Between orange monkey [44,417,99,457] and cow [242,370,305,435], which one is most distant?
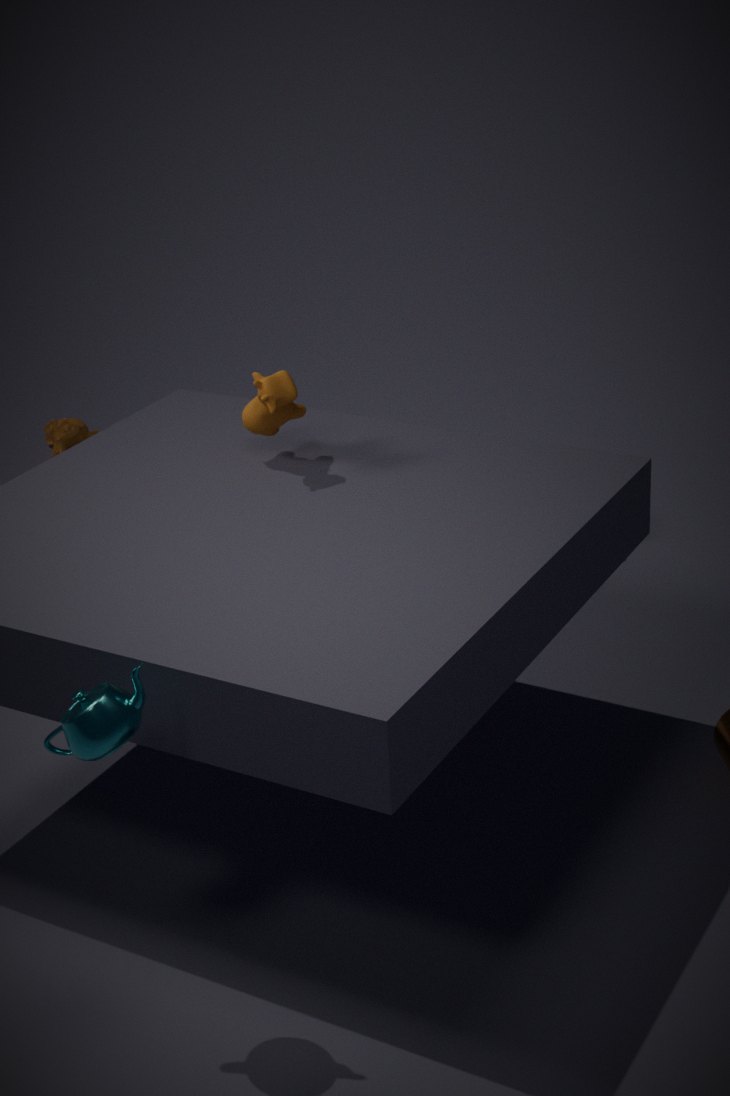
orange monkey [44,417,99,457]
